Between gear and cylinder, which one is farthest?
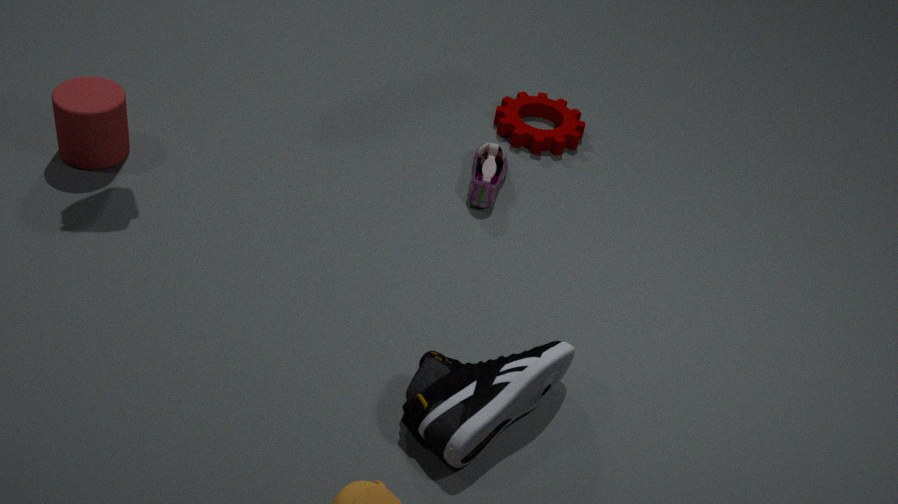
gear
